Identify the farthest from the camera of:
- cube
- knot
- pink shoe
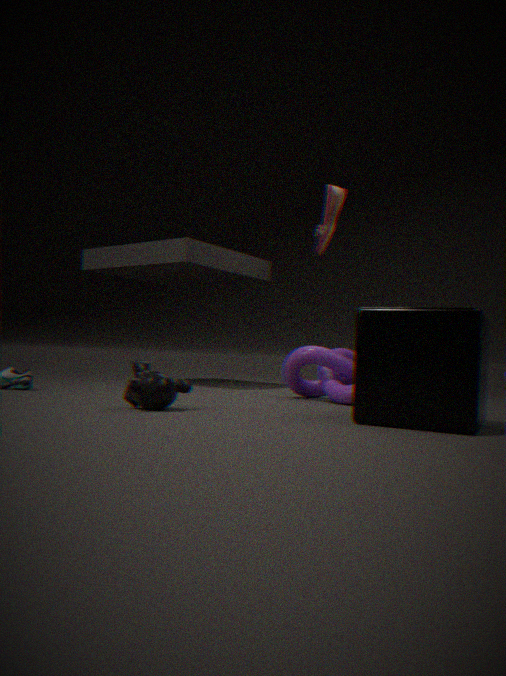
pink shoe
